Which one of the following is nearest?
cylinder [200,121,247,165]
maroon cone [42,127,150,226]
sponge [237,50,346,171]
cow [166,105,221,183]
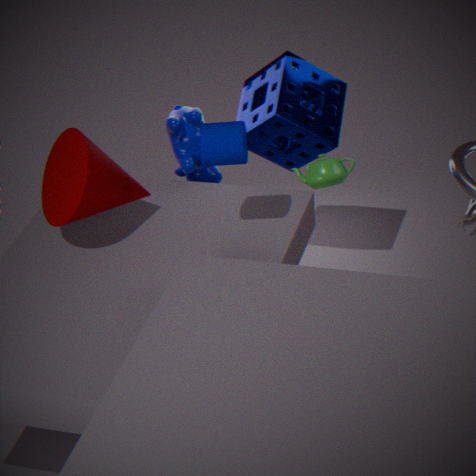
cylinder [200,121,247,165]
